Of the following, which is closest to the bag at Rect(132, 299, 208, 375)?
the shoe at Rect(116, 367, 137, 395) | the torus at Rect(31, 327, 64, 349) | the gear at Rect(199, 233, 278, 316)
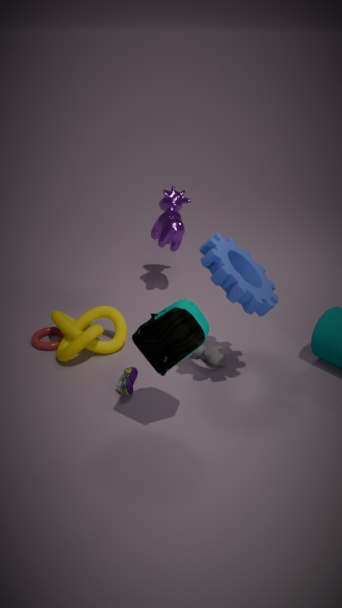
the gear at Rect(199, 233, 278, 316)
